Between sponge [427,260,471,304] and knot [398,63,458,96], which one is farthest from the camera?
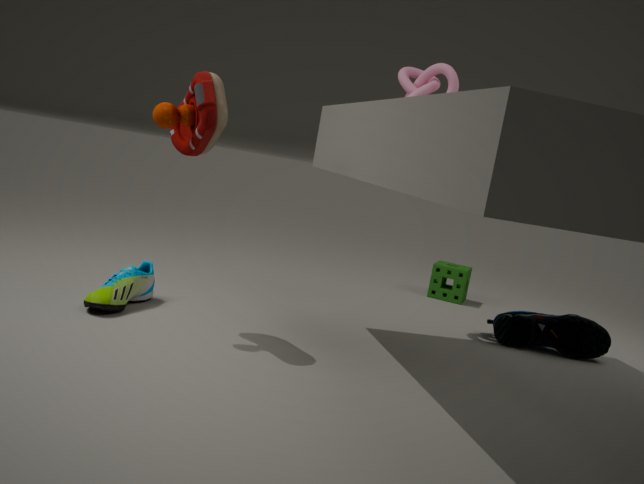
sponge [427,260,471,304]
